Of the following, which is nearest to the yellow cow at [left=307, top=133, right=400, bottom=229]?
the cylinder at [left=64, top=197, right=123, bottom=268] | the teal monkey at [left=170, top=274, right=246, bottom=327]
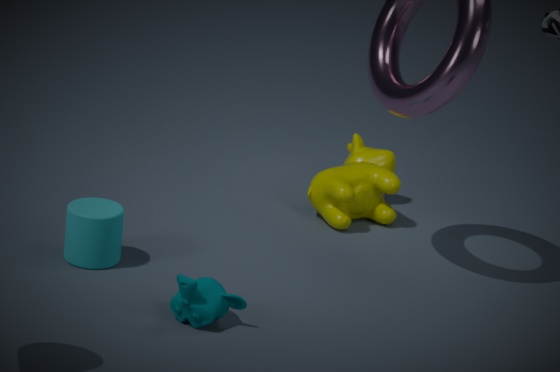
the cylinder at [left=64, top=197, right=123, bottom=268]
